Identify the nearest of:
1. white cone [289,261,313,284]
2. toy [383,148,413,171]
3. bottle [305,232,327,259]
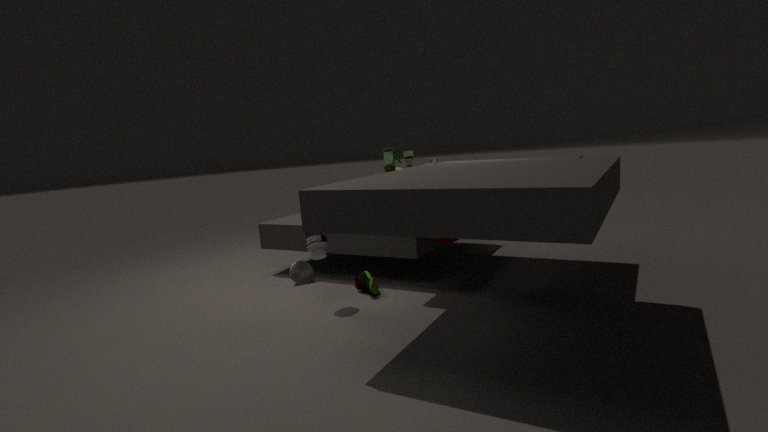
bottle [305,232,327,259]
